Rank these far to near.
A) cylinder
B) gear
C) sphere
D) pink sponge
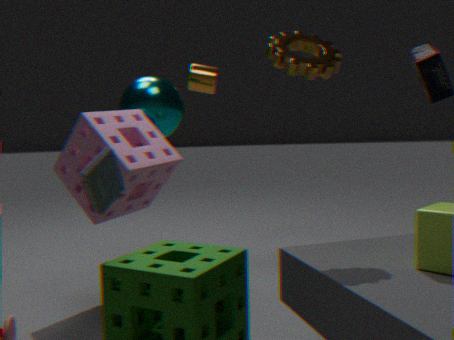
1. cylinder
2. sphere
3. pink sponge
4. gear
